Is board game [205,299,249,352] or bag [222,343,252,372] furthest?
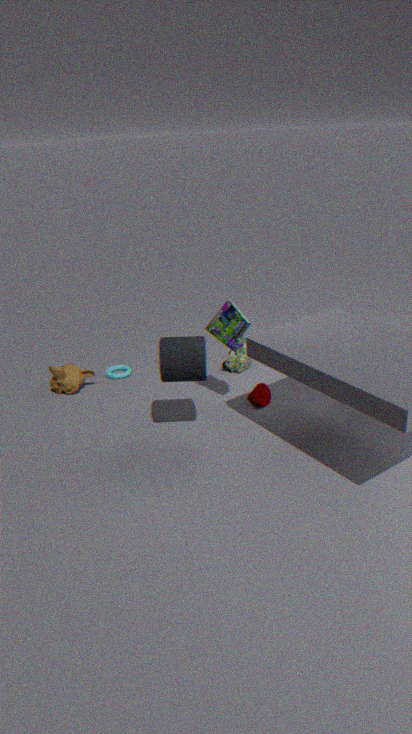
bag [222,343,252,372]
